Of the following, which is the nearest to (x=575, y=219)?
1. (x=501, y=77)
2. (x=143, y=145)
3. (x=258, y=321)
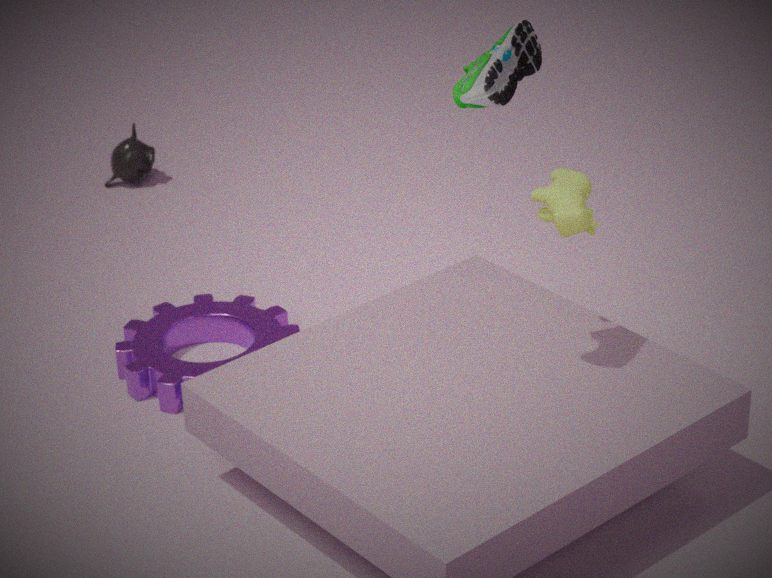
(x=501, y=77)
